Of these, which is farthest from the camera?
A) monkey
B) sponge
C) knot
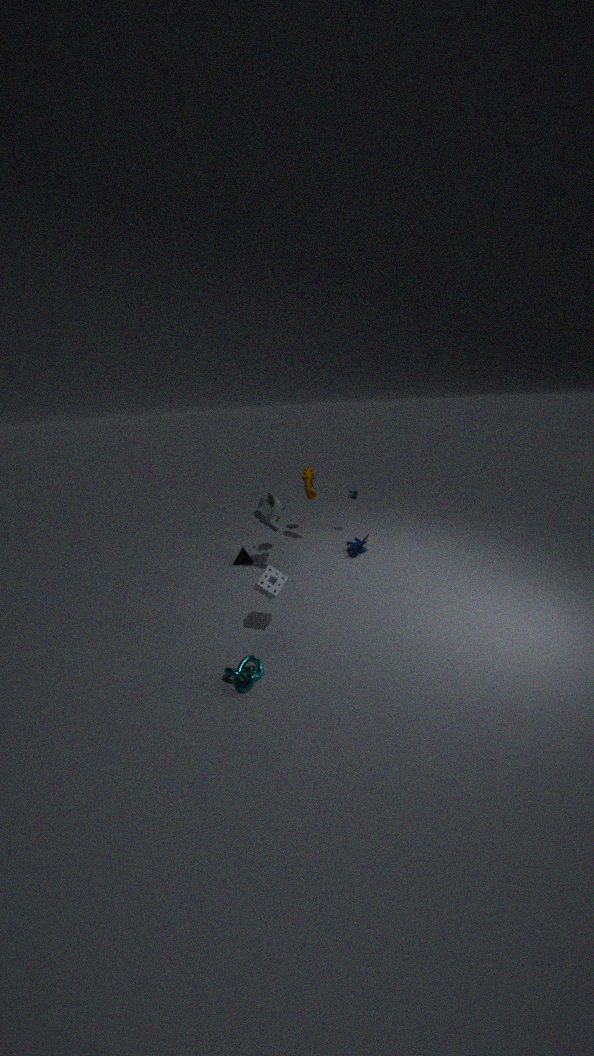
monkey
